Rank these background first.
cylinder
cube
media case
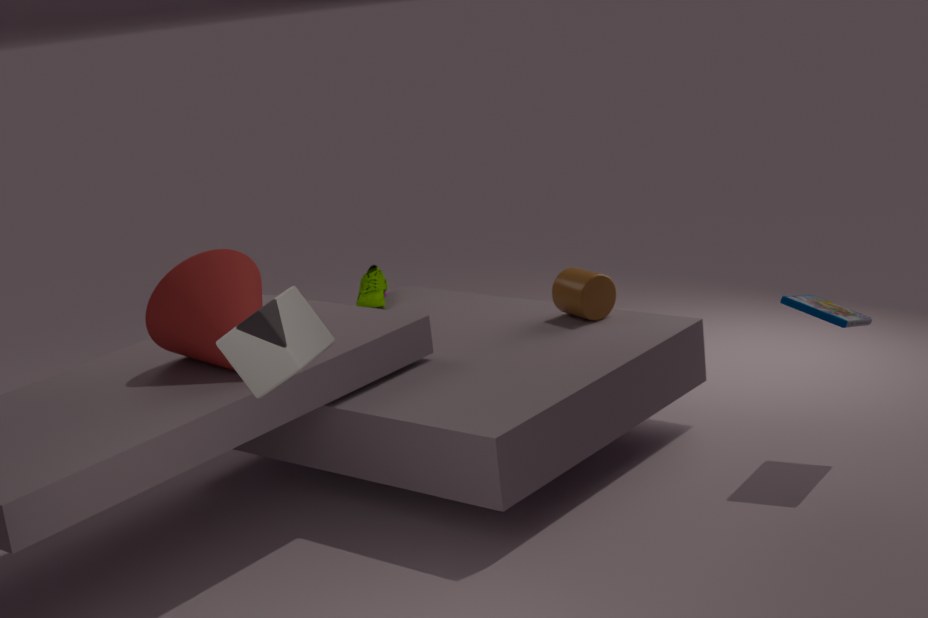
cylinder < media case < cube
